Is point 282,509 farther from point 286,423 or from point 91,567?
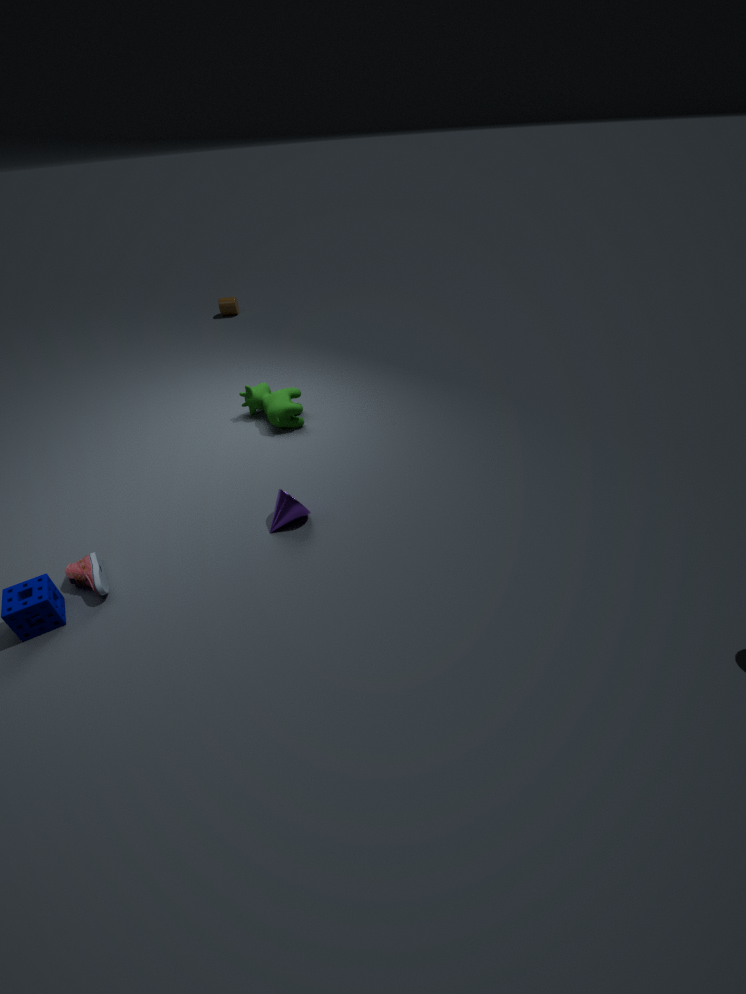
point 286,423
